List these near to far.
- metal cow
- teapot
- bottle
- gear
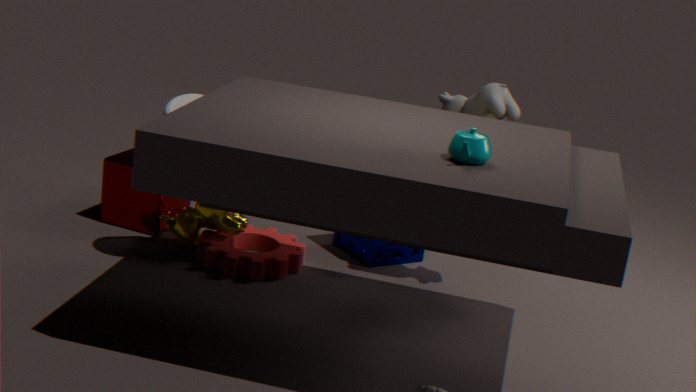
1. teapot
2. bottle
3. gear
4. metal cow
